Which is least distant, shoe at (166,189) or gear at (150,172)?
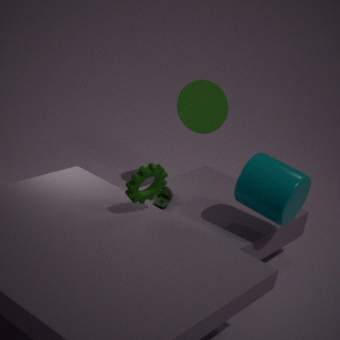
gear at (150,172)
